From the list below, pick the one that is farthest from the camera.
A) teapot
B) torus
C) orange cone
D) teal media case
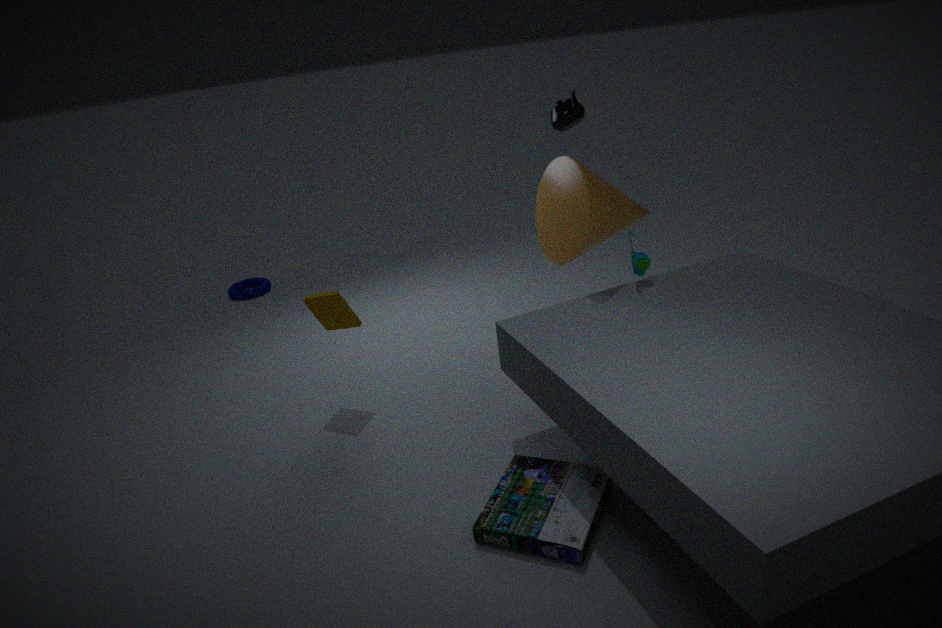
torus
